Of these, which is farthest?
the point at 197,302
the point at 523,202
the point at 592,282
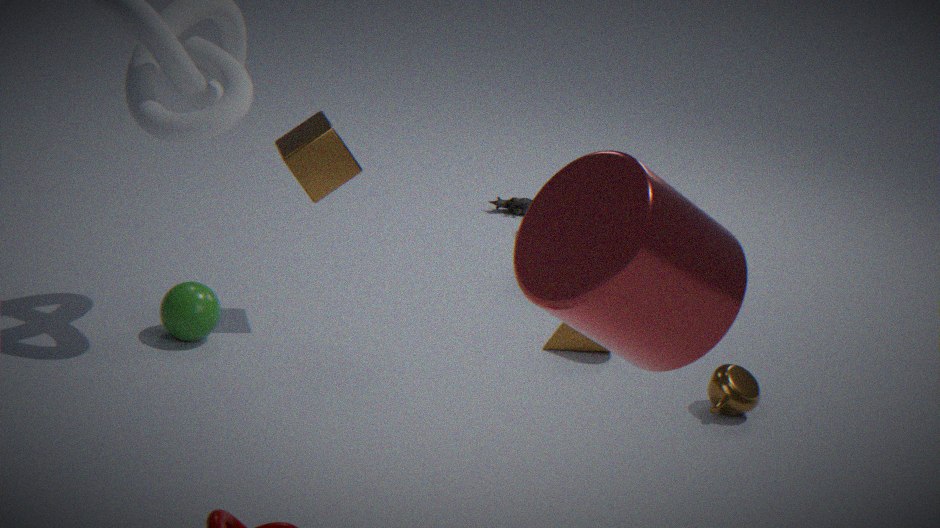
the point at 523,202
